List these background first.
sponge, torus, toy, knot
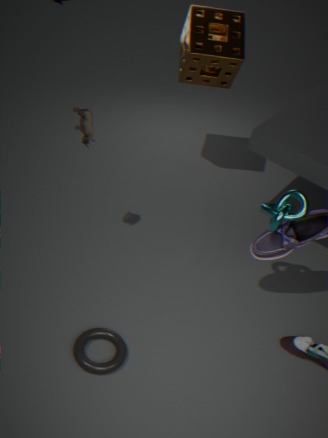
1. sponge
2. toy
3. knot
4. torus
